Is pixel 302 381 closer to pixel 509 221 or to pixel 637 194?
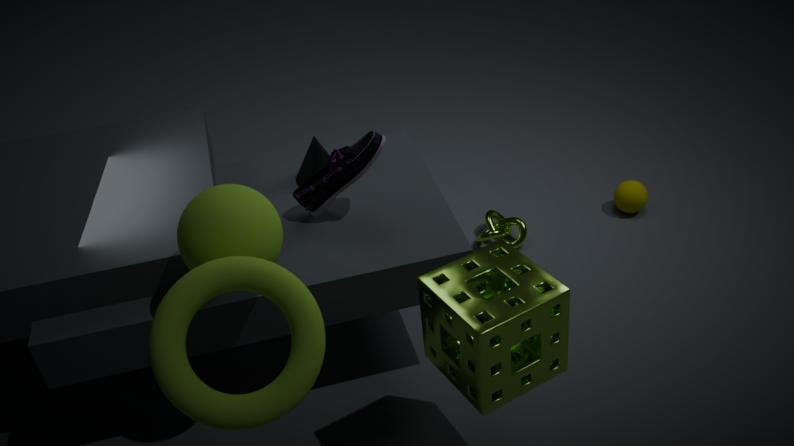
pixel 509 221
